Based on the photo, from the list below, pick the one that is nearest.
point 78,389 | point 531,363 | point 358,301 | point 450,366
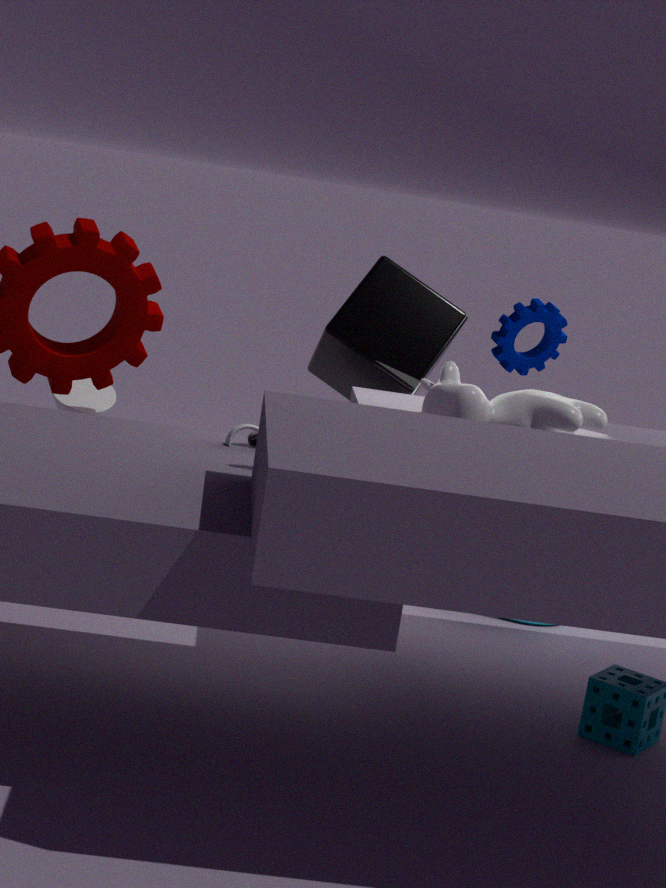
point 450,366
